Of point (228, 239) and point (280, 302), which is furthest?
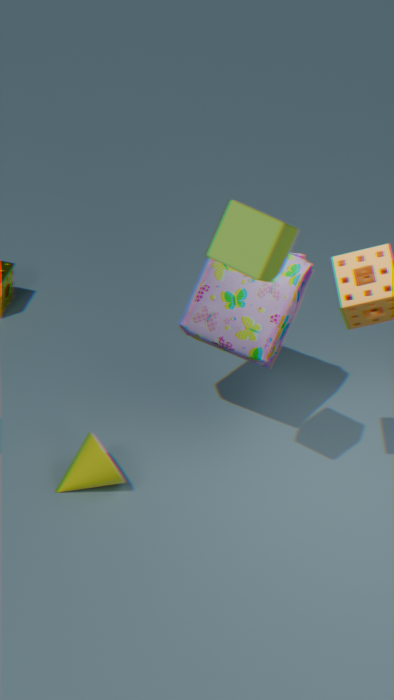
point (280, 302)
